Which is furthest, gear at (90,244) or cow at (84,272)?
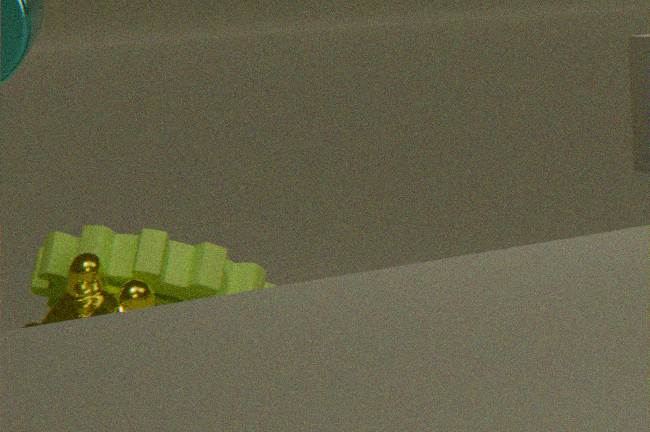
gear at (90,244)
